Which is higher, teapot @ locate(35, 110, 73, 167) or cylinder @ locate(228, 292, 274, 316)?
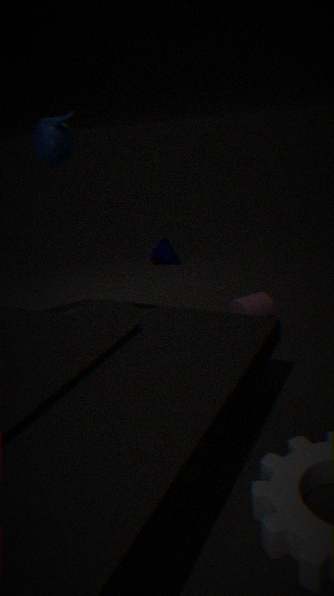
teapot @ locate(35, 110, 73, 167)
